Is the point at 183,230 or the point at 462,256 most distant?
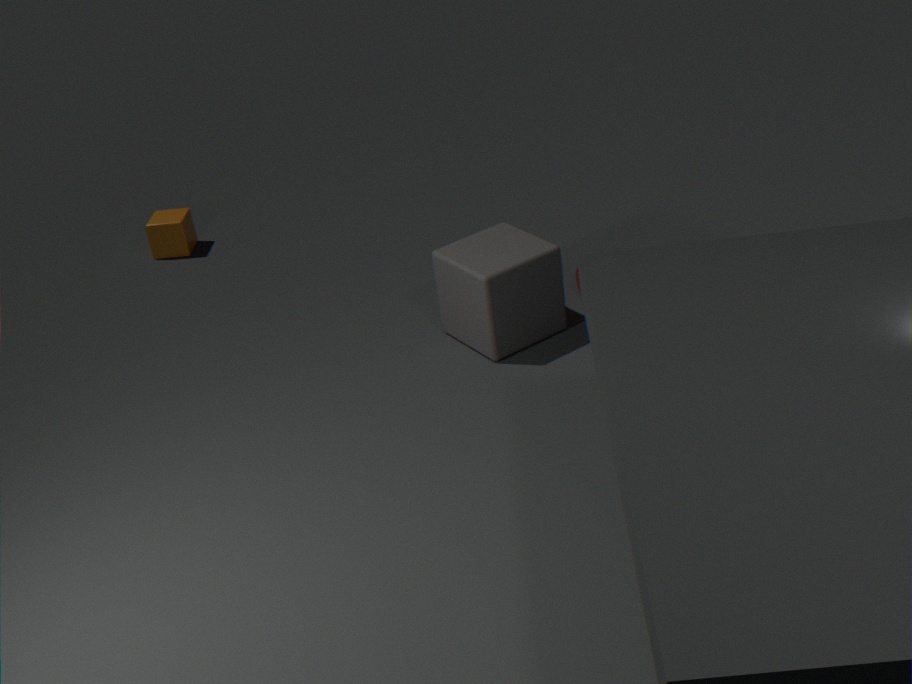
the point at 183,230
